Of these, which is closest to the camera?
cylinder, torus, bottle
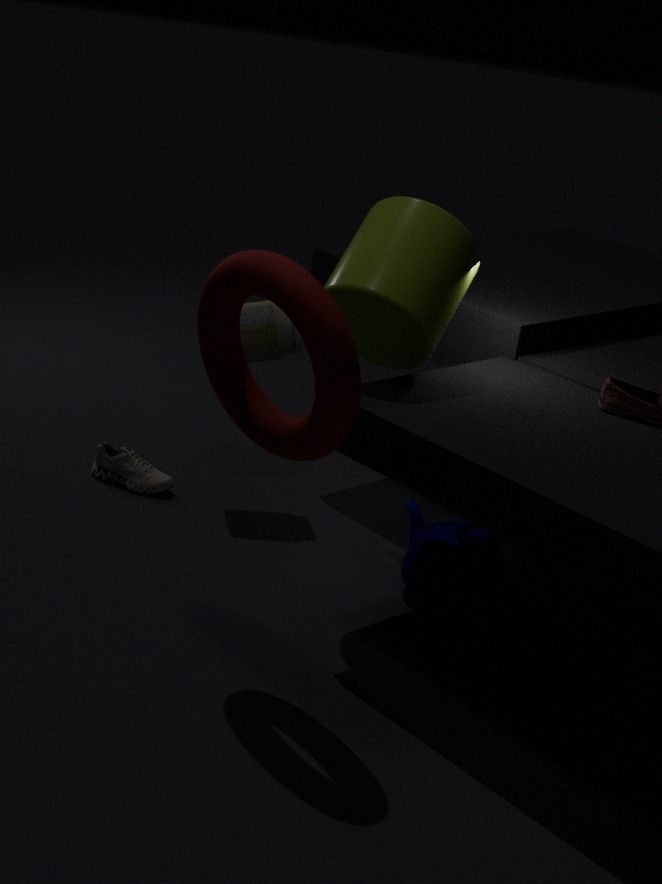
torus
